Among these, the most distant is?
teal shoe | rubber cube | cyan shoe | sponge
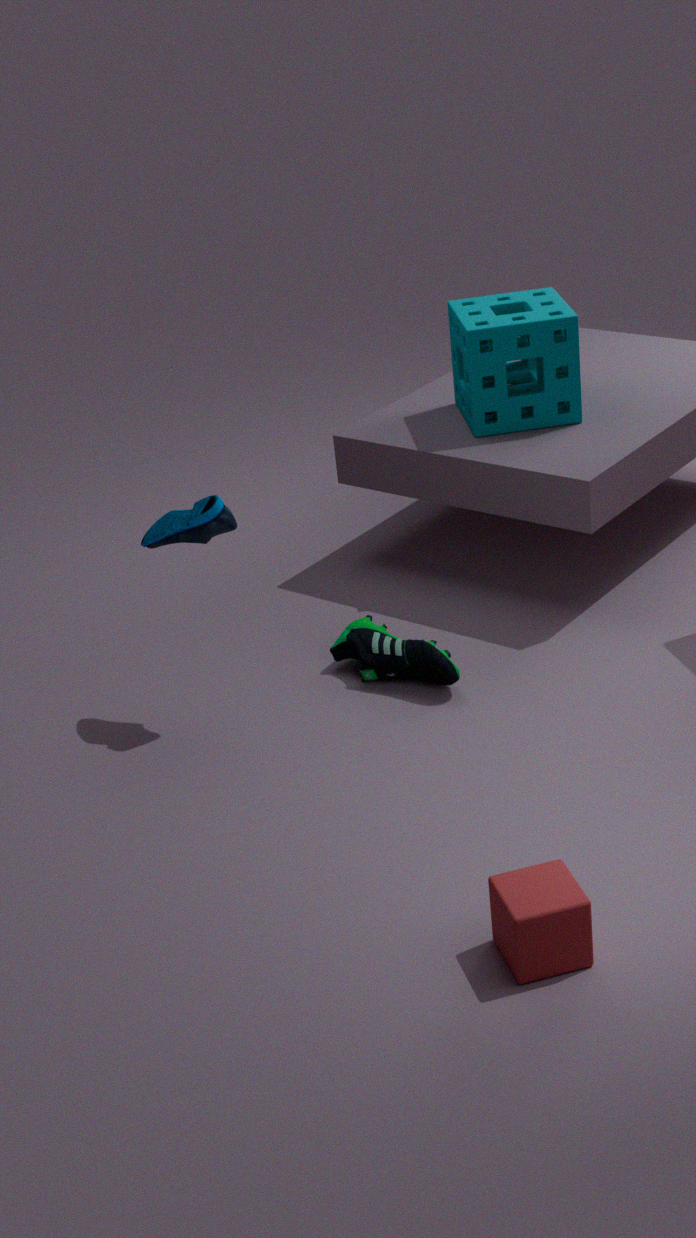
sponge
